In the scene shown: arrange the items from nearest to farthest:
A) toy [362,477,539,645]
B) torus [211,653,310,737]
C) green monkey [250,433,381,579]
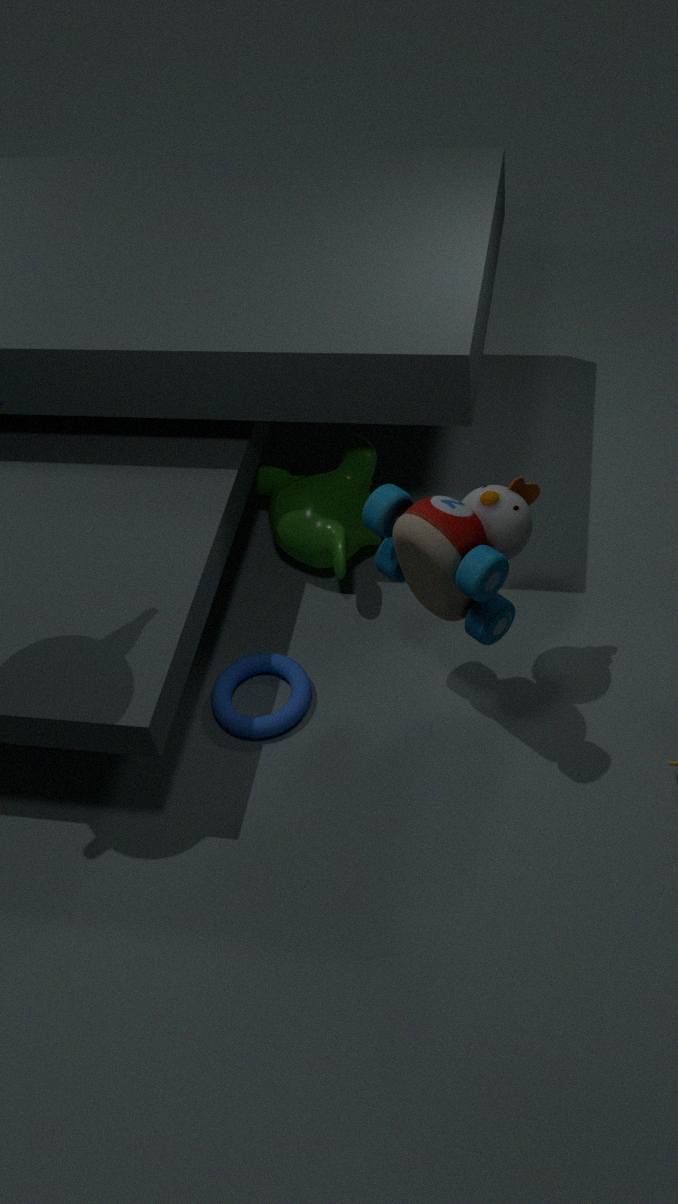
toy [362,477,539,645], torus [211,653,310,737], green monkey [250,433,381,579]
